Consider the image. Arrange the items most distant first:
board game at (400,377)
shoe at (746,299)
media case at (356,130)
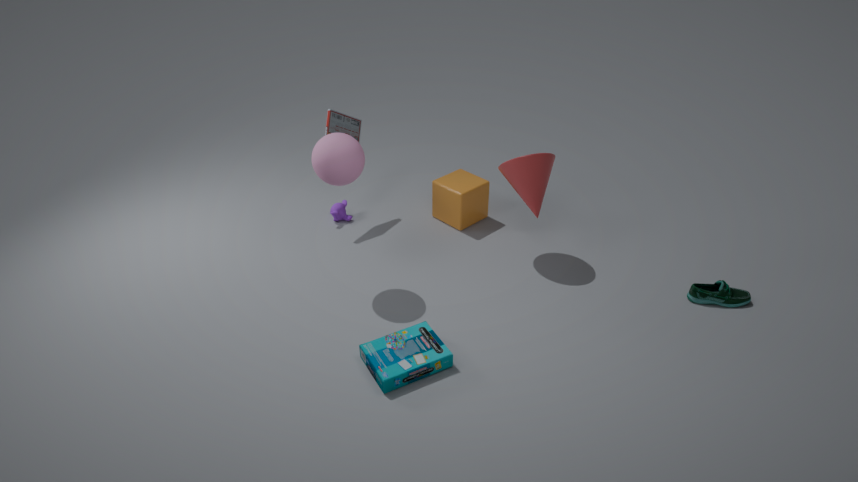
media case at (356,130), shoe at (746,299), board game at (400,377)
